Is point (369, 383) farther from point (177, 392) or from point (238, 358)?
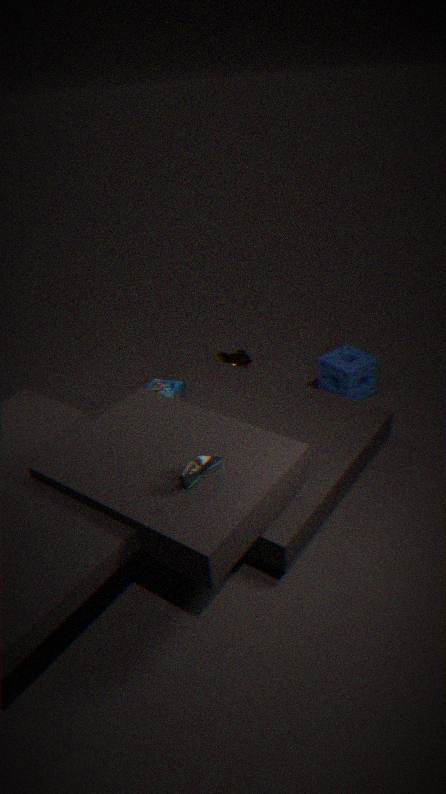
point (177, 392)
